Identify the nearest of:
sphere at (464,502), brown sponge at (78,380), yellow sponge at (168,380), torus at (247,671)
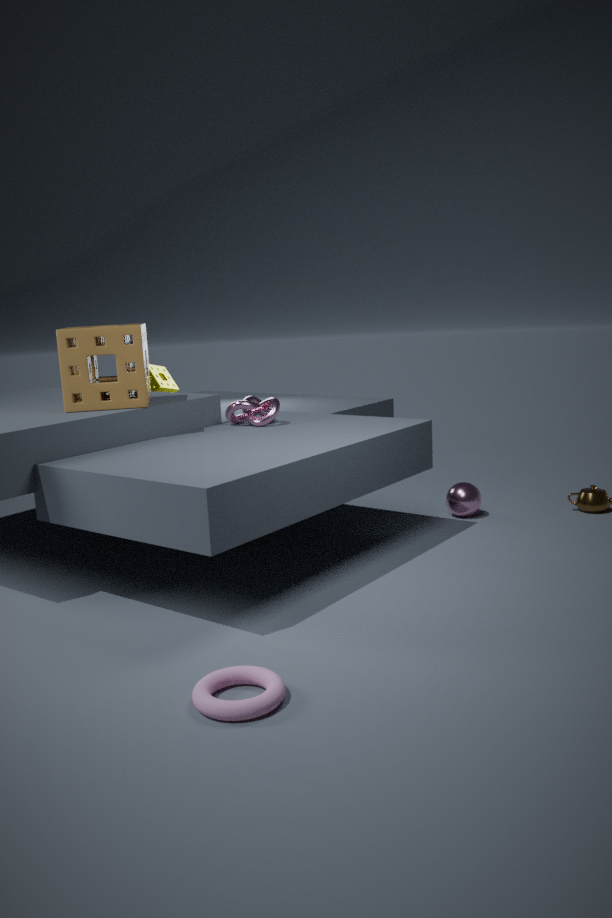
torus at (247,671)
